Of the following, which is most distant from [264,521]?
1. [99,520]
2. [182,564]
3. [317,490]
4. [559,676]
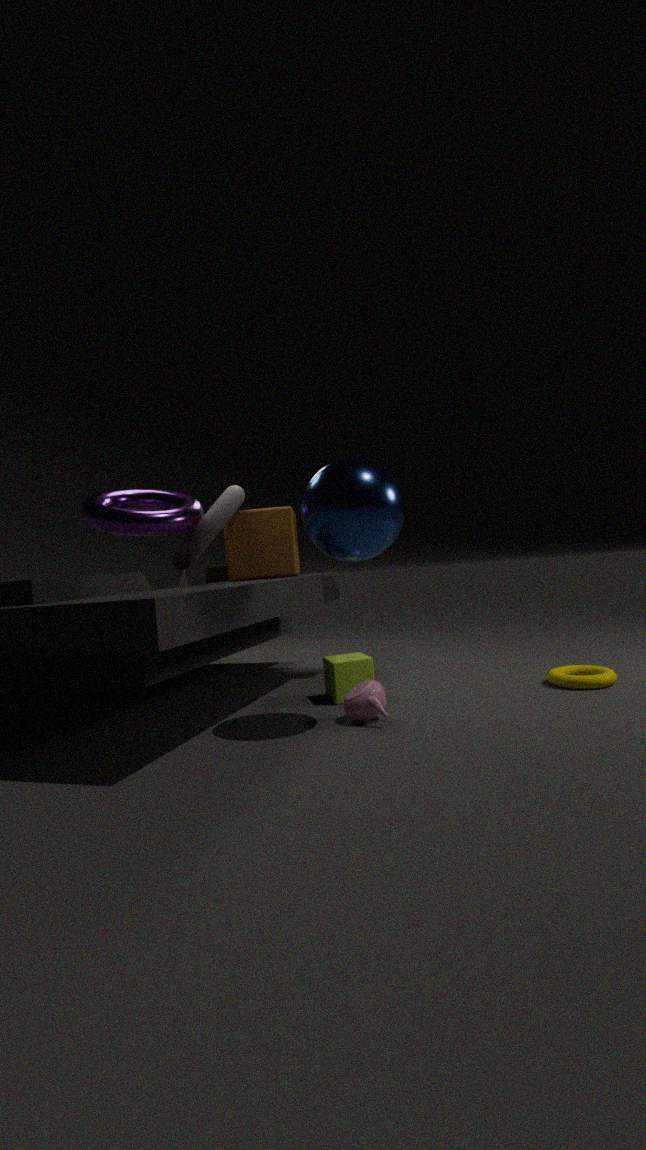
[559,676]
